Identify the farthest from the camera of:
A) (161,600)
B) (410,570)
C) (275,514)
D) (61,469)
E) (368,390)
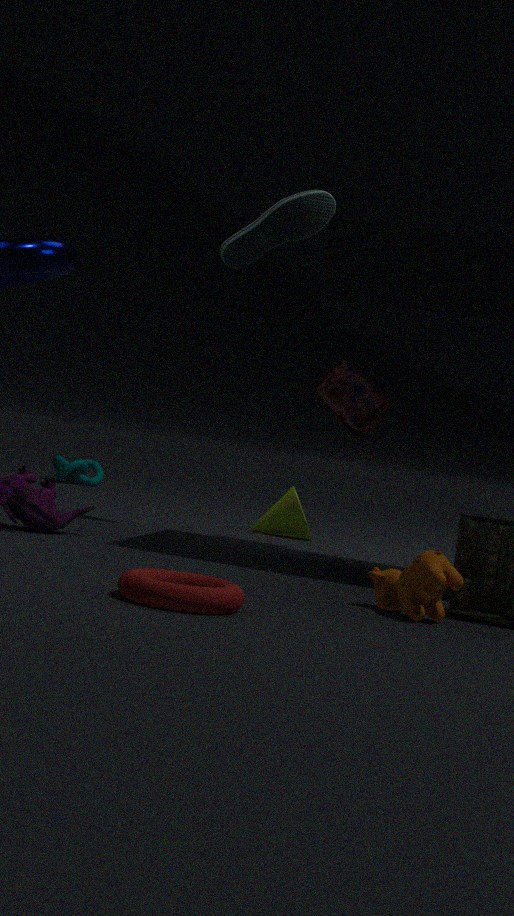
(61,469)
